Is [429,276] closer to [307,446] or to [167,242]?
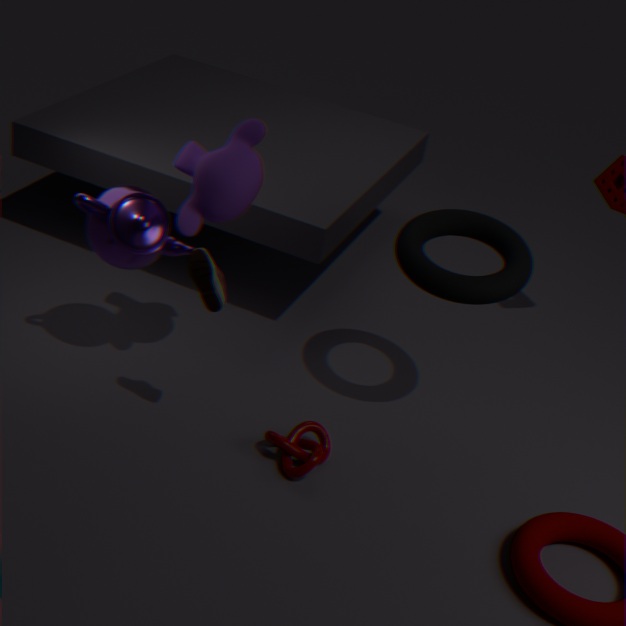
[307,446]
